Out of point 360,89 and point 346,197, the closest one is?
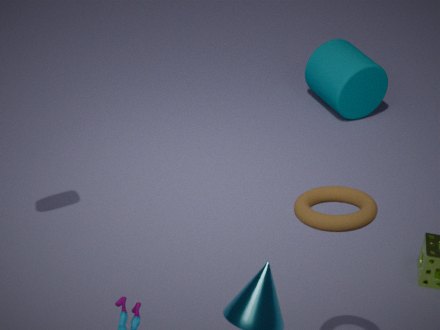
point 346,197
